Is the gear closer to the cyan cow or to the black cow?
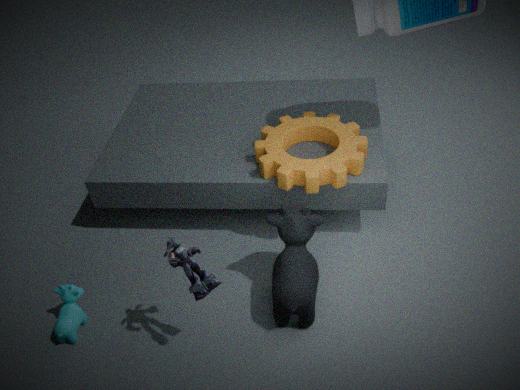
the black cow
